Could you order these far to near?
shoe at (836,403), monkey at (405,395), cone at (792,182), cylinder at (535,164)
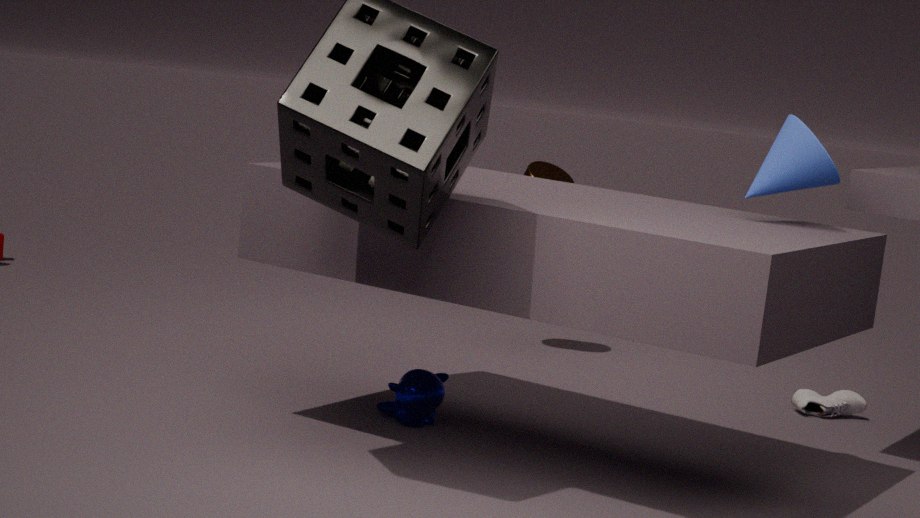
1. cylinder at (535,164)
2. shoe at (836,403)
3. monkey at (405,395)
4. cone at (792,182)
